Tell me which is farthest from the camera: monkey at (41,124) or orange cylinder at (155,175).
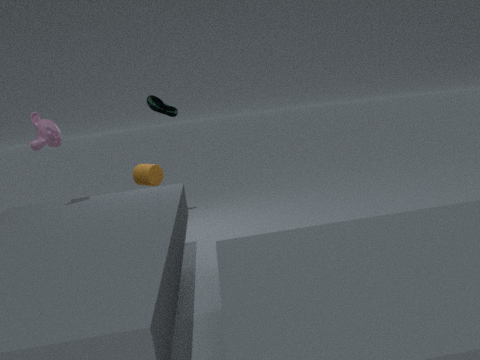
orange cylinder at (155,175)
